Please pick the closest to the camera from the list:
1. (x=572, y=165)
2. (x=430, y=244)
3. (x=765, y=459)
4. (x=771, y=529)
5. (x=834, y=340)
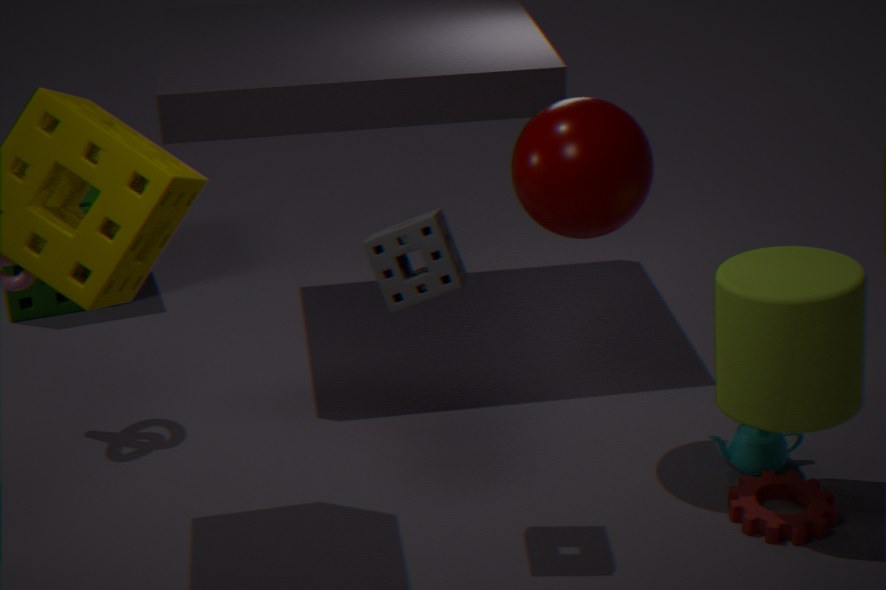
(x=430, y=244)
